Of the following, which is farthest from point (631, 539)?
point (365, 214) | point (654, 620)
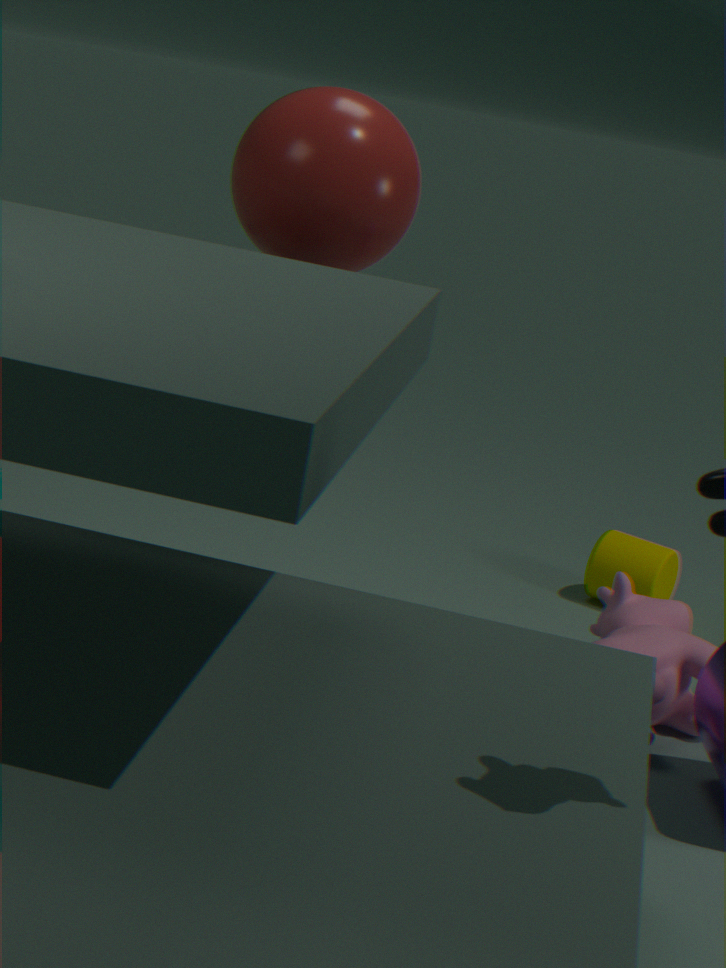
point (365, 214)
